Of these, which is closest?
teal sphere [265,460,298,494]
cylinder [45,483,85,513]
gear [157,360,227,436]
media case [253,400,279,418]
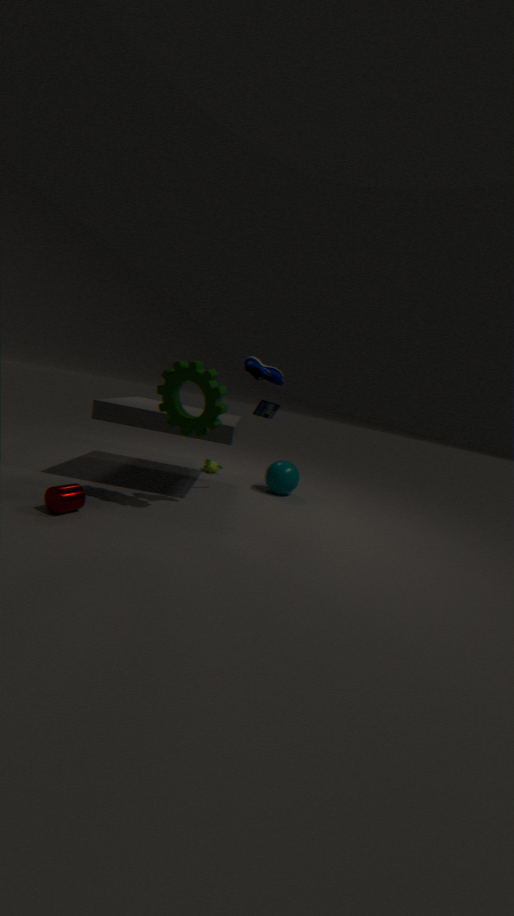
cylinder [45,483,85,513]
